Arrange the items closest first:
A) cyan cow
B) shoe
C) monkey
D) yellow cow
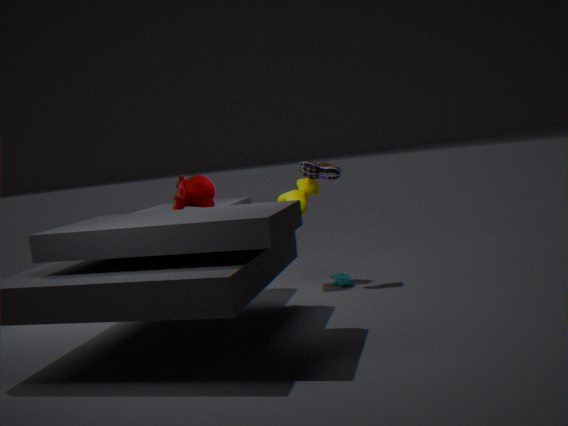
monkey < cyan cow < shoe < yellow cow
